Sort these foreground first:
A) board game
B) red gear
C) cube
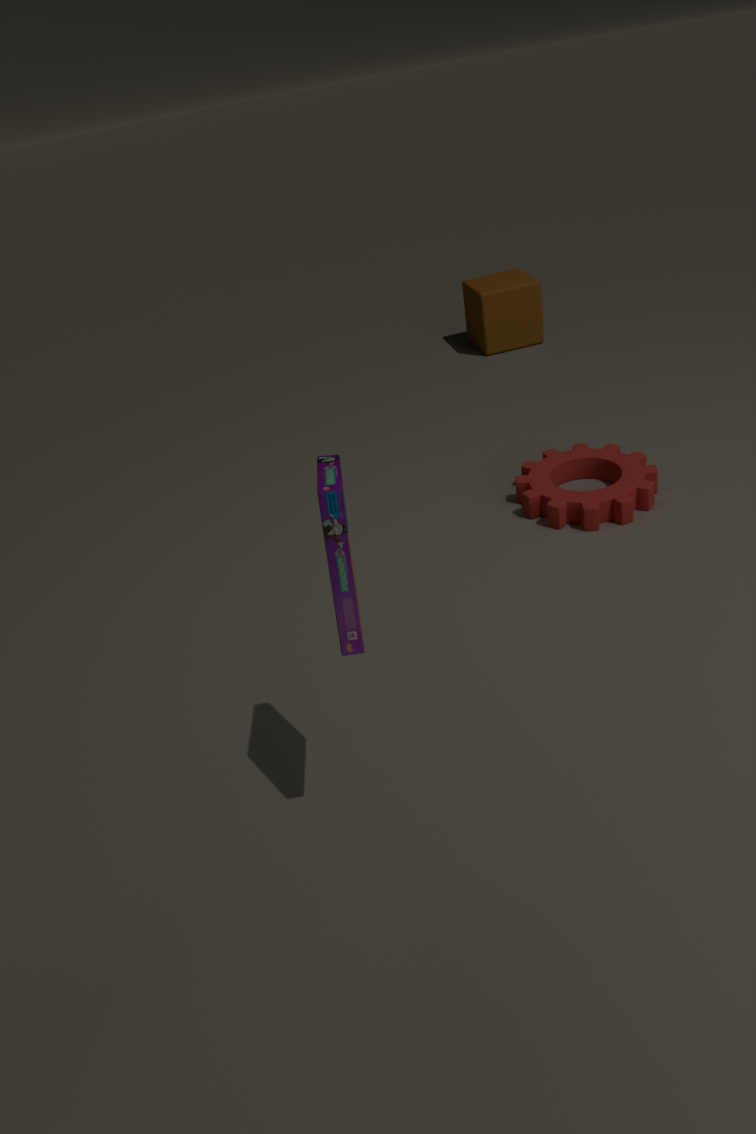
board game, red gear, cube
